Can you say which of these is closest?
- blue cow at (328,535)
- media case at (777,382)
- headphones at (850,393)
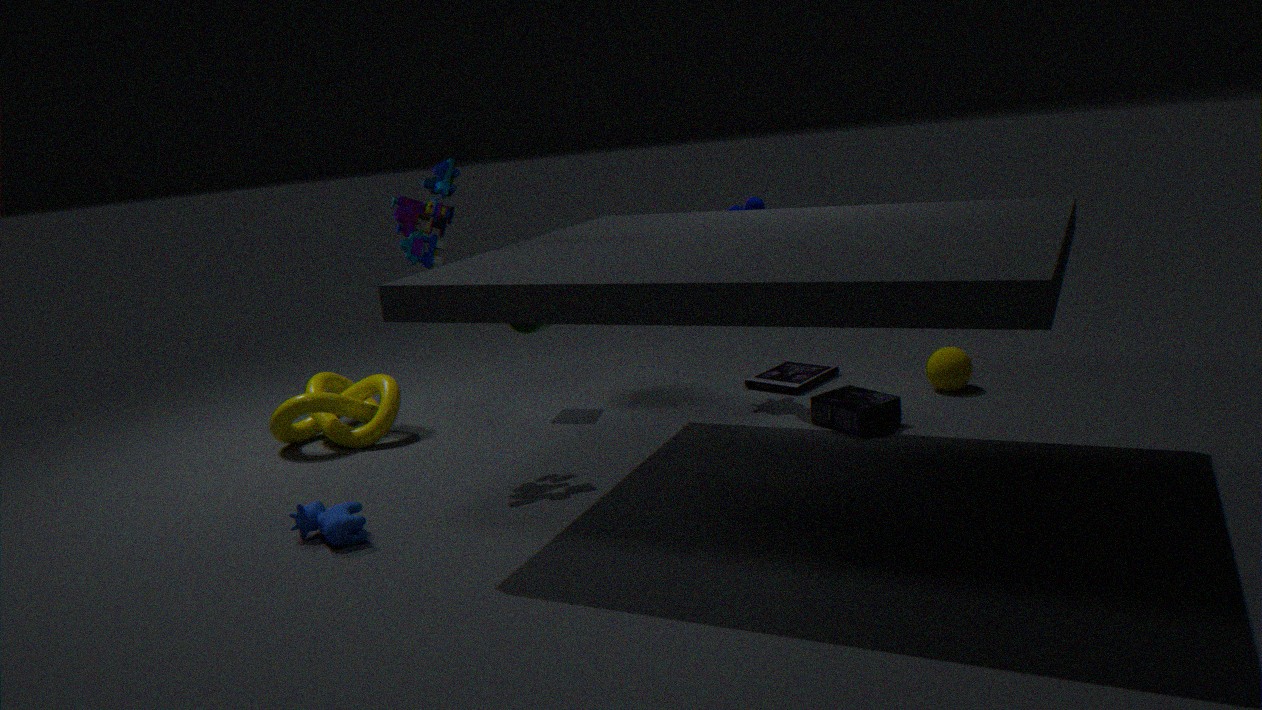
blue cow at (328,535)
